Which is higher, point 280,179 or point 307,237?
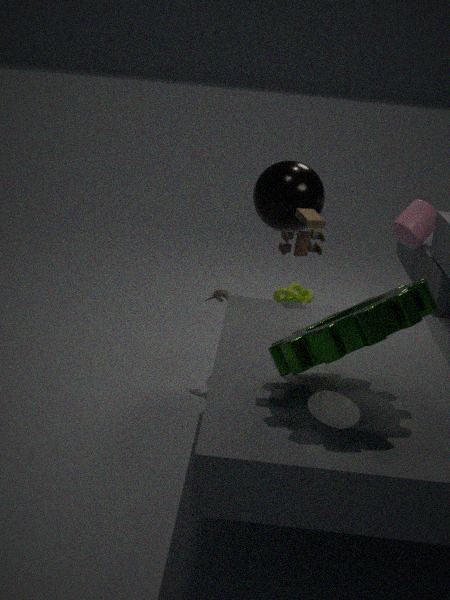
point 280,179
